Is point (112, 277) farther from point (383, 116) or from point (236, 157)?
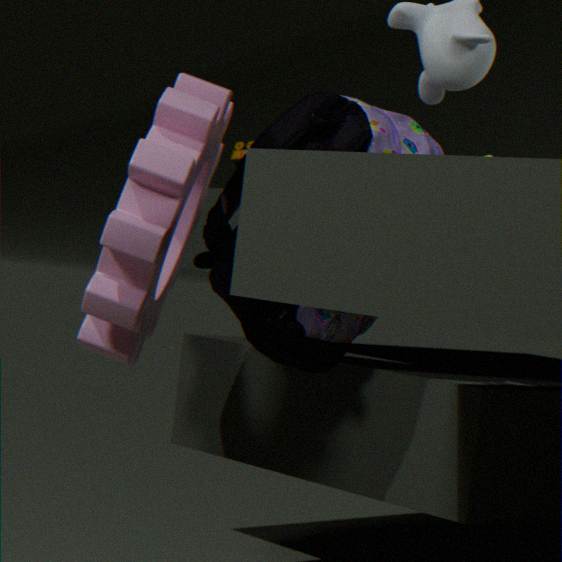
point (236, 157)
